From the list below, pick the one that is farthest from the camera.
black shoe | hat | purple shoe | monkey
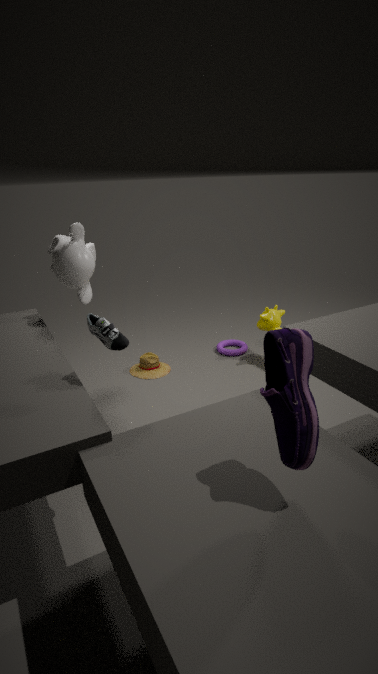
hat
